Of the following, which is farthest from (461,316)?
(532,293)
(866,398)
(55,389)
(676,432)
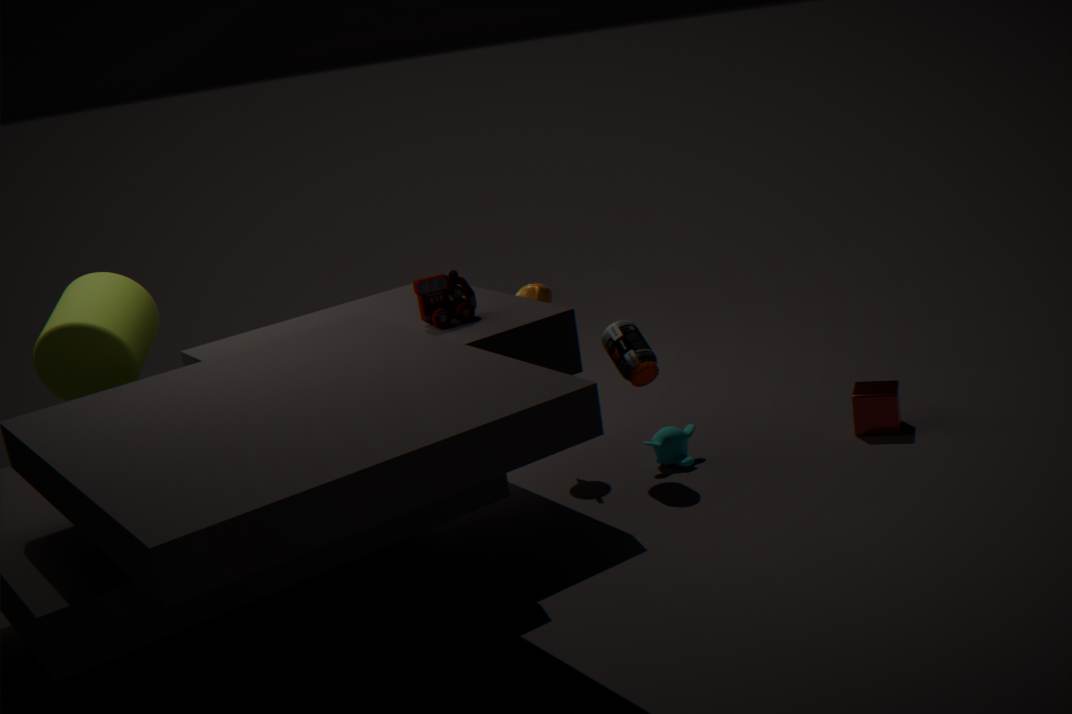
(866,398)
